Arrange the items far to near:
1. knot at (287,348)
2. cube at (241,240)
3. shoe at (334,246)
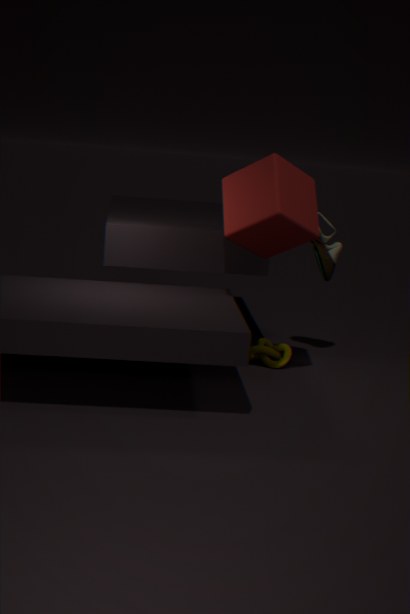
shoe at (334,246), knot at (287,348), cube at (241,240)
